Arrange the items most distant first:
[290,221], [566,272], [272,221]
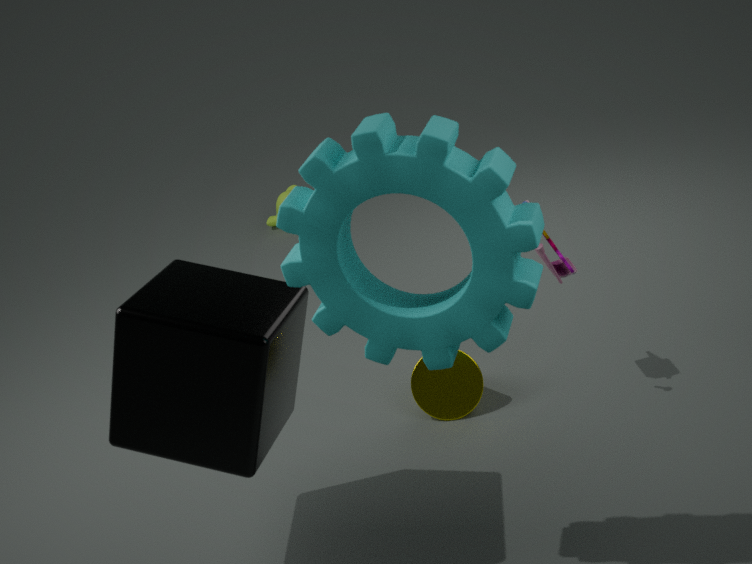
1. [272,221]
2. [566,272]
3. [290,221]
